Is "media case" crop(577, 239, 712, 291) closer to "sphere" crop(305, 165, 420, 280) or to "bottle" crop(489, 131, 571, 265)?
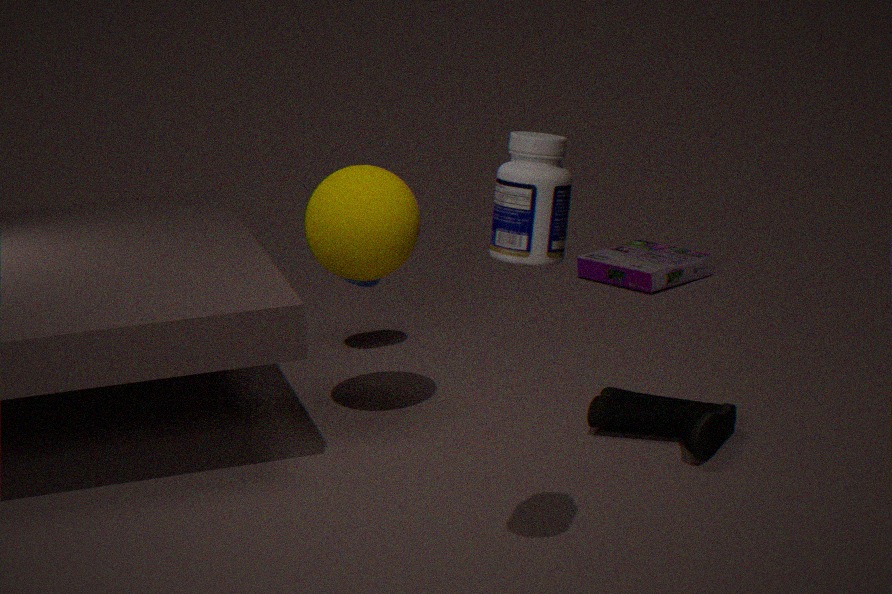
"sphere" crop(305, 165, 420, 280)
